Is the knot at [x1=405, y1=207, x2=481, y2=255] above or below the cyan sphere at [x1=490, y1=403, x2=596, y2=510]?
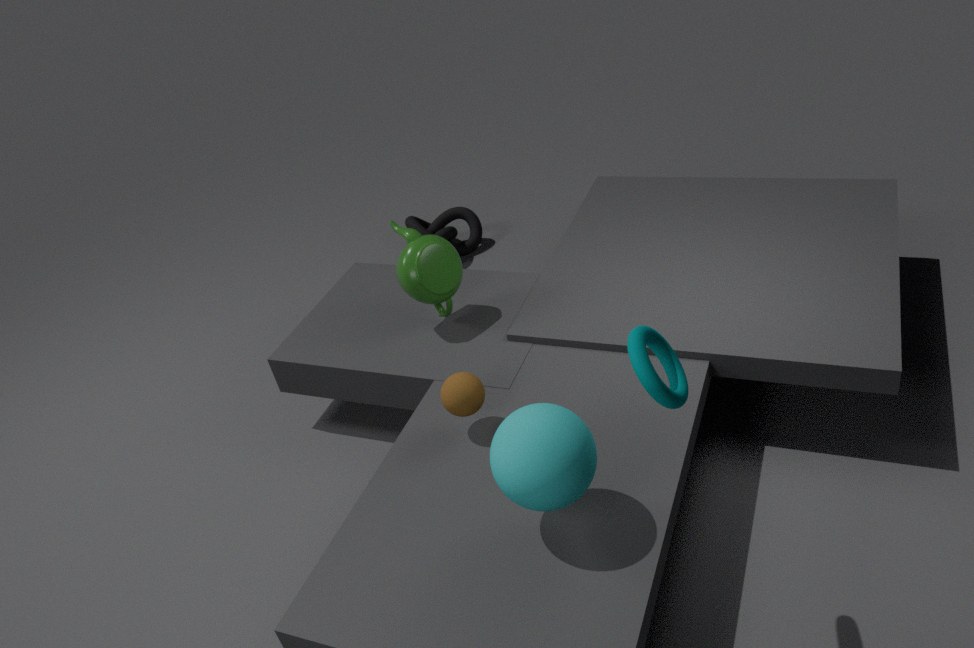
below
